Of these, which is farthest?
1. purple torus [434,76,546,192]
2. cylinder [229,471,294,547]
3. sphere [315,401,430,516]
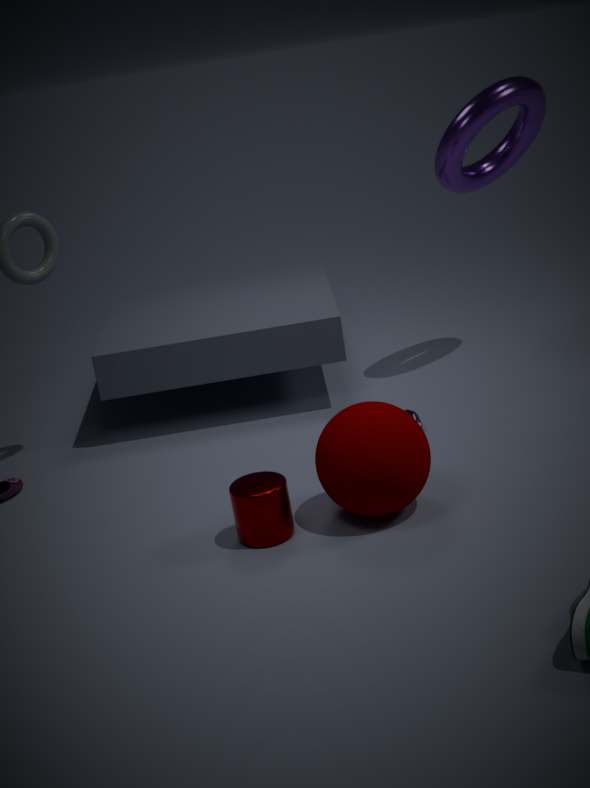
purple torus [434,76,546,192]
